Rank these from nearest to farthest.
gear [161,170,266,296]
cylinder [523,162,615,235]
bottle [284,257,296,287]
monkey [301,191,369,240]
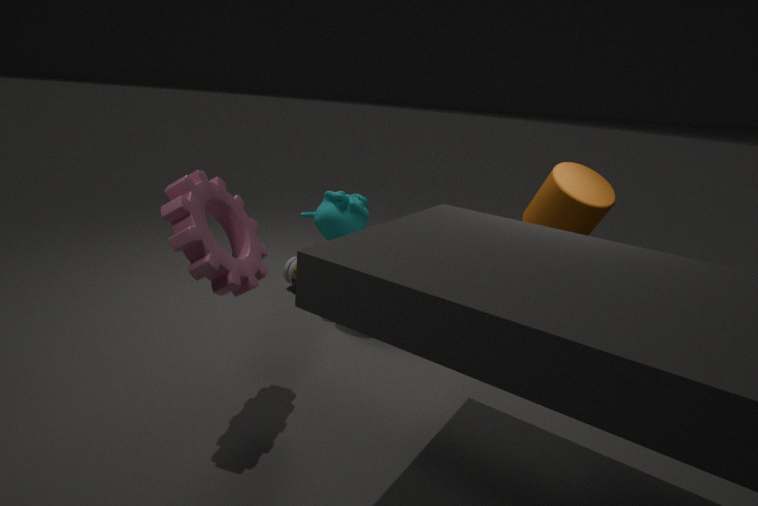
1. gear [161,170,266,296]
2. cylinder [523,162,615,235]
3. monkey [301,191,369,240]
4. bottle [284,257,296,287]
